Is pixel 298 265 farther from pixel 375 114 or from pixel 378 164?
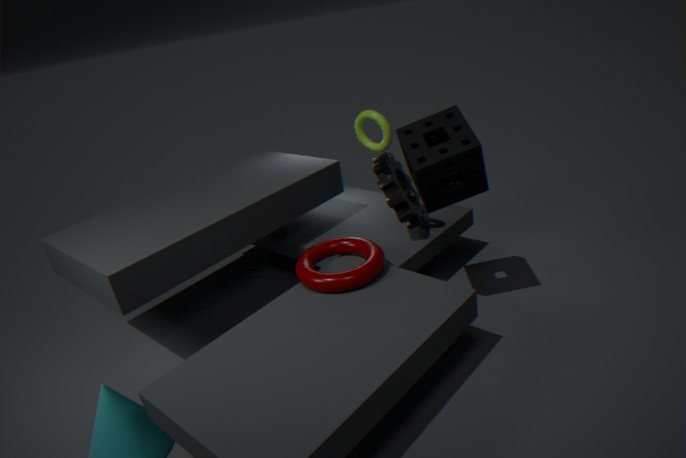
pixel 375 114
